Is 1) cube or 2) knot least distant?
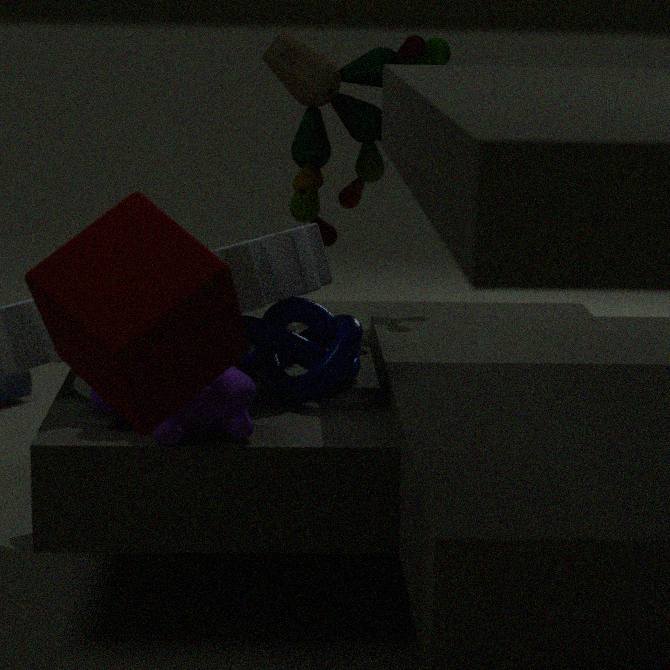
1. cube
